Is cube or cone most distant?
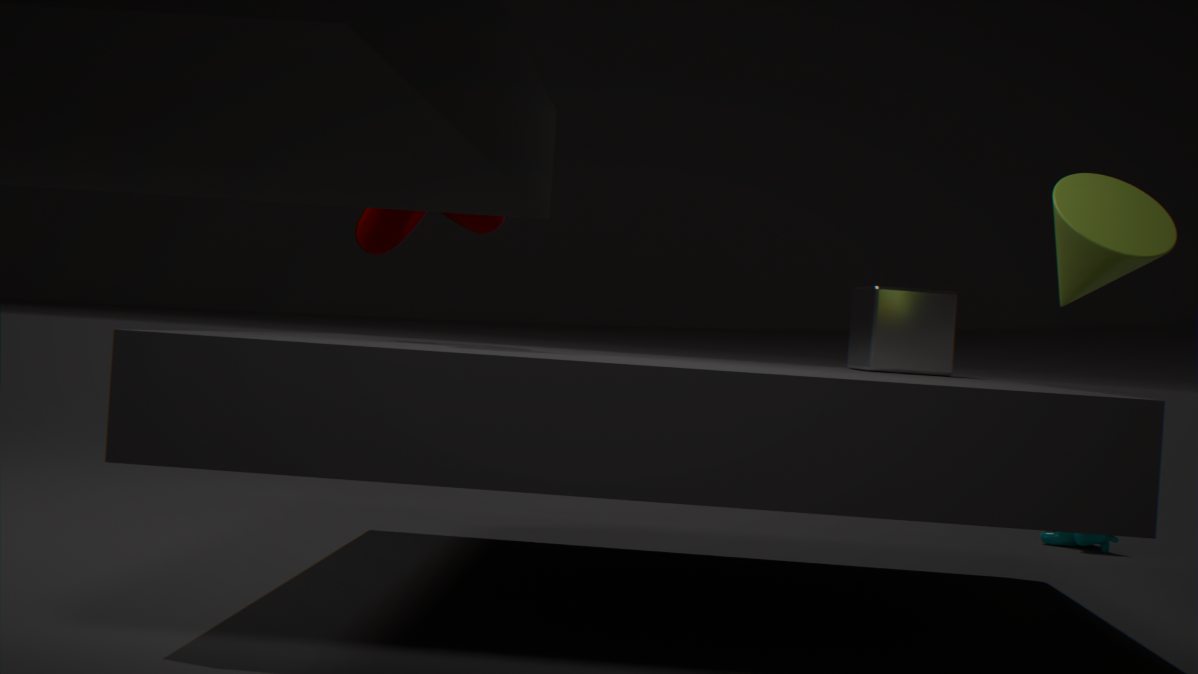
cube
